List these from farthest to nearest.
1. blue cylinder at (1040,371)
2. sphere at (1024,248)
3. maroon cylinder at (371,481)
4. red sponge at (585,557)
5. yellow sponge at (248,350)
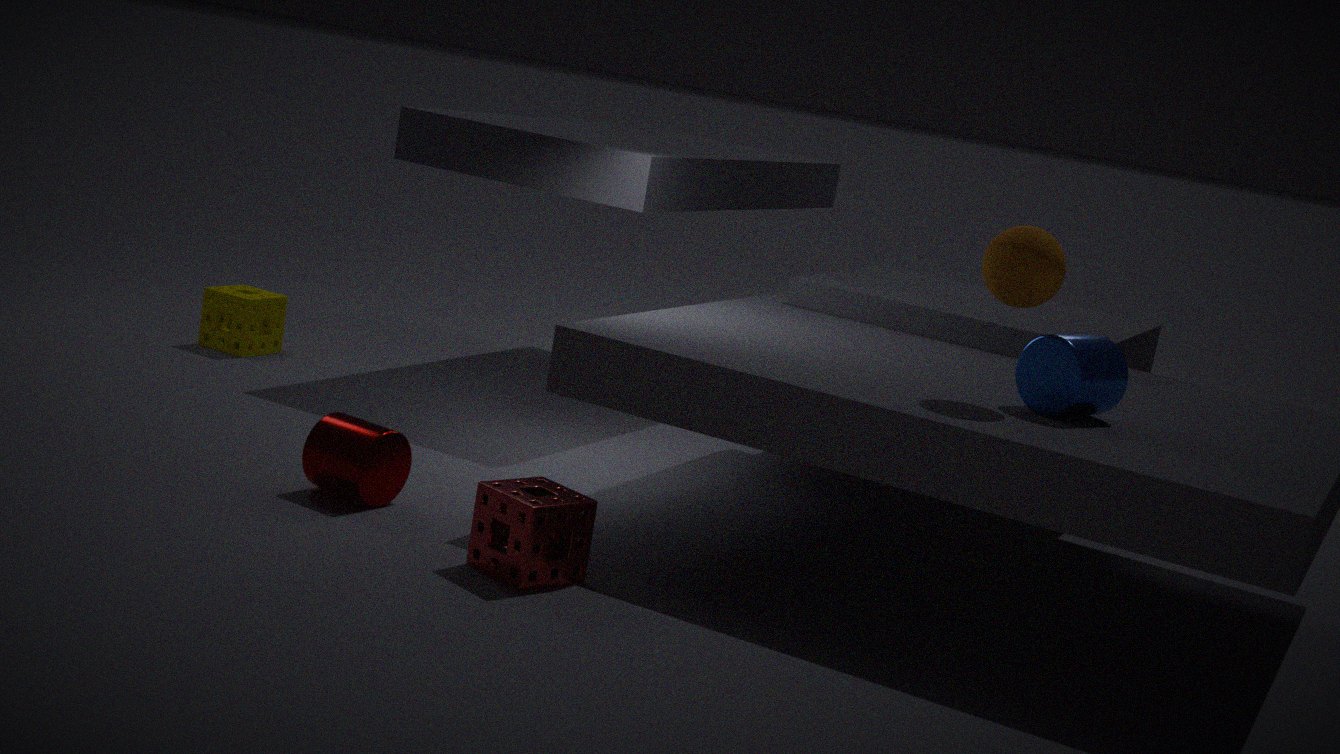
yellow sponge at (248,350) < maroon cylinder at (371,481) < blue cylinder at (1040,371) < sphere at (1024,248) < red sponge at (585,557)
